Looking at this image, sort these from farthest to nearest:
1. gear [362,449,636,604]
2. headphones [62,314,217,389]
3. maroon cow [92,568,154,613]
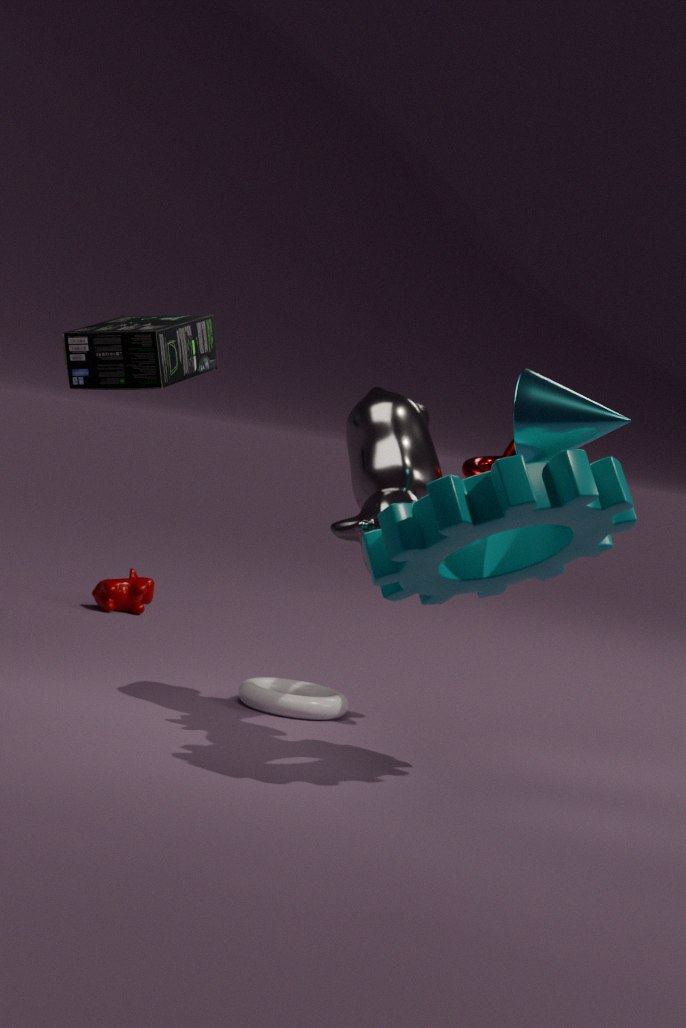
1. maroon cow [92,568,154,613]
2. headphones [62,314,217,389]
3. gear [362,449,636,604]
